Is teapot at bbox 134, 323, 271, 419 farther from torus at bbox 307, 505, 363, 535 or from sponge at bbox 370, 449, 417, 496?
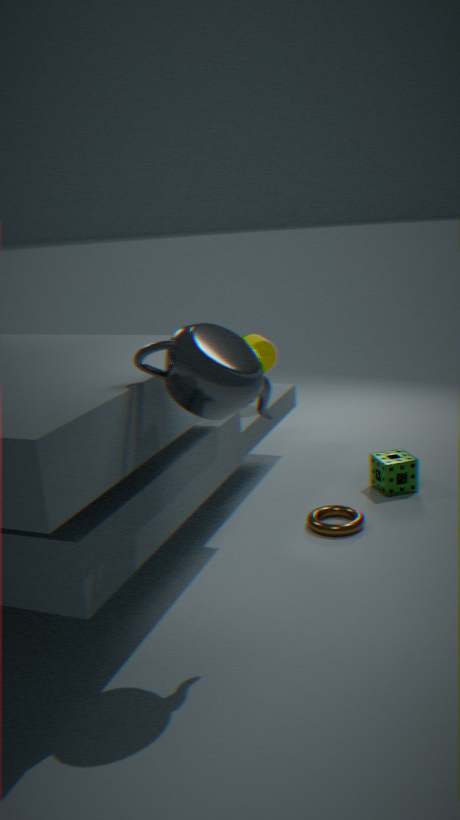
sponge at bbox 370, 449, 417, 496
